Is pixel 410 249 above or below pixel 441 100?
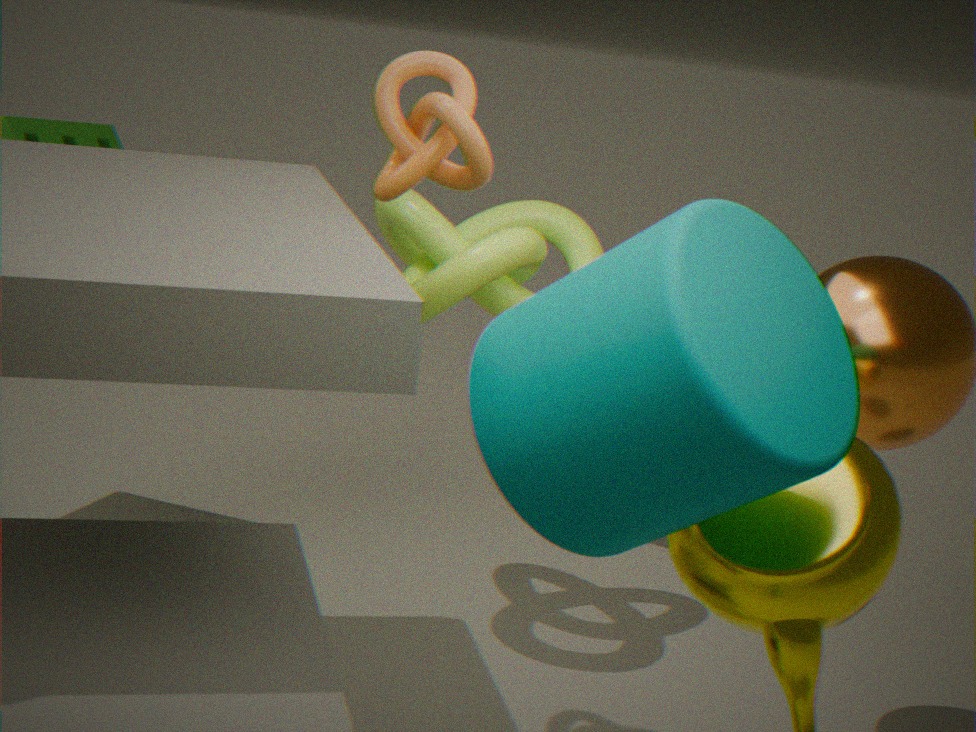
below
